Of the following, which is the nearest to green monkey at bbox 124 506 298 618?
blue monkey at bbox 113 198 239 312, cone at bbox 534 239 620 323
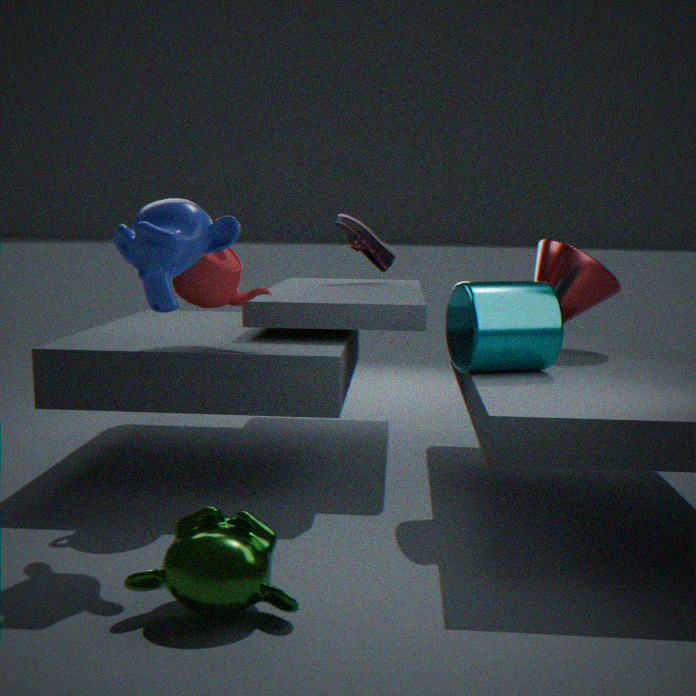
blue monkey at bbox 113 198 239 312
